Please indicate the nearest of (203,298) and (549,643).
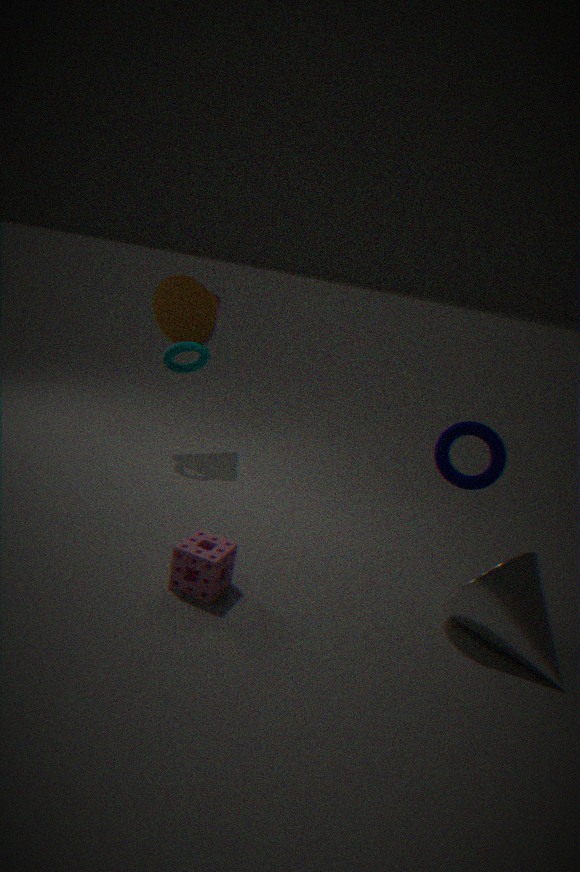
(549,643)
